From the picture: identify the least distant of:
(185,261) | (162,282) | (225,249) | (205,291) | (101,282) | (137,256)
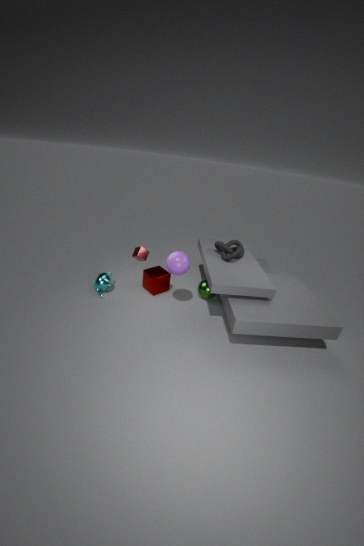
(185,261)
